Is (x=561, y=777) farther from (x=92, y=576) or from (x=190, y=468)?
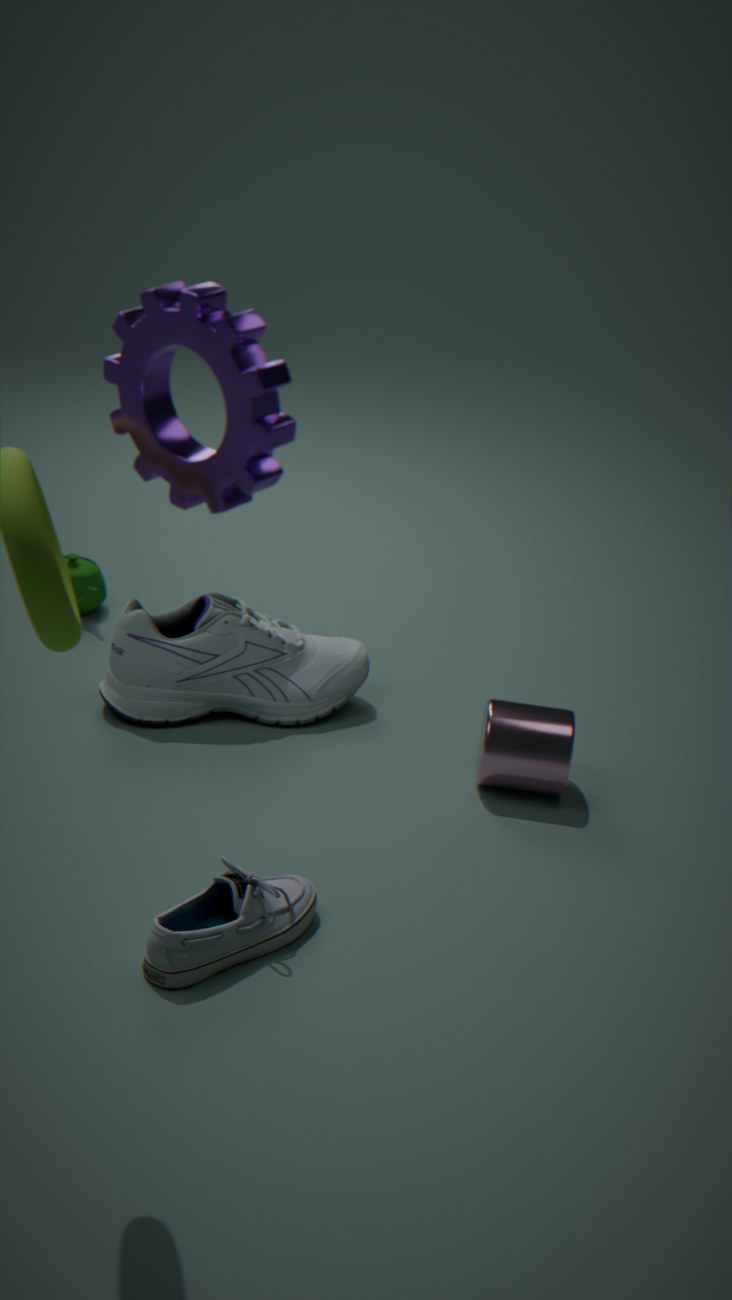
(x=190, y=468)
